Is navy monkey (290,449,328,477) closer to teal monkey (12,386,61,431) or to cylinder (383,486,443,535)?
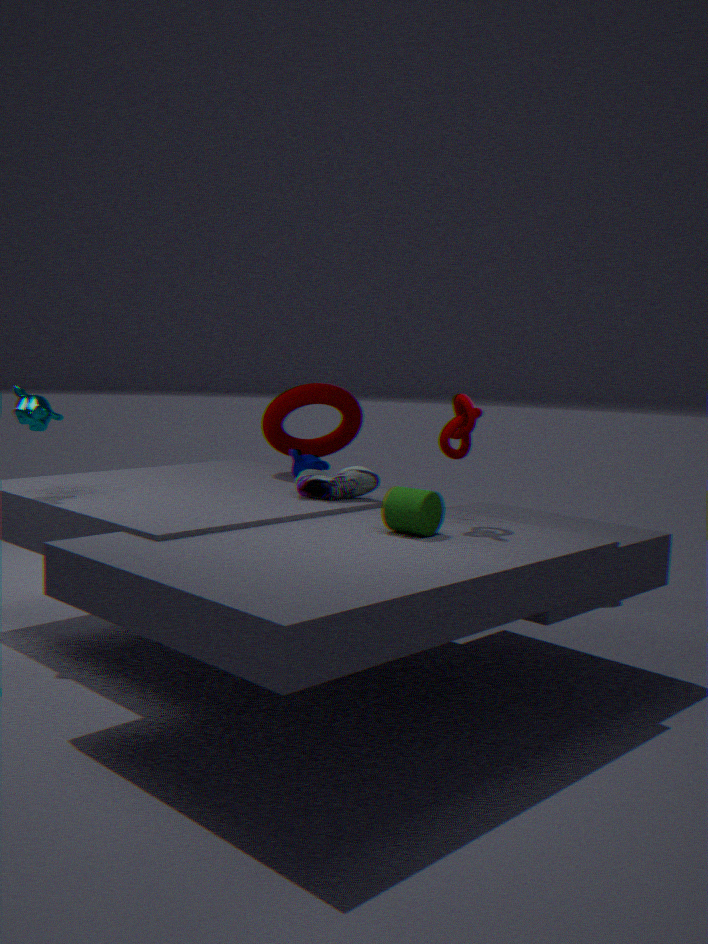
cylinder (383,486,443,535)
